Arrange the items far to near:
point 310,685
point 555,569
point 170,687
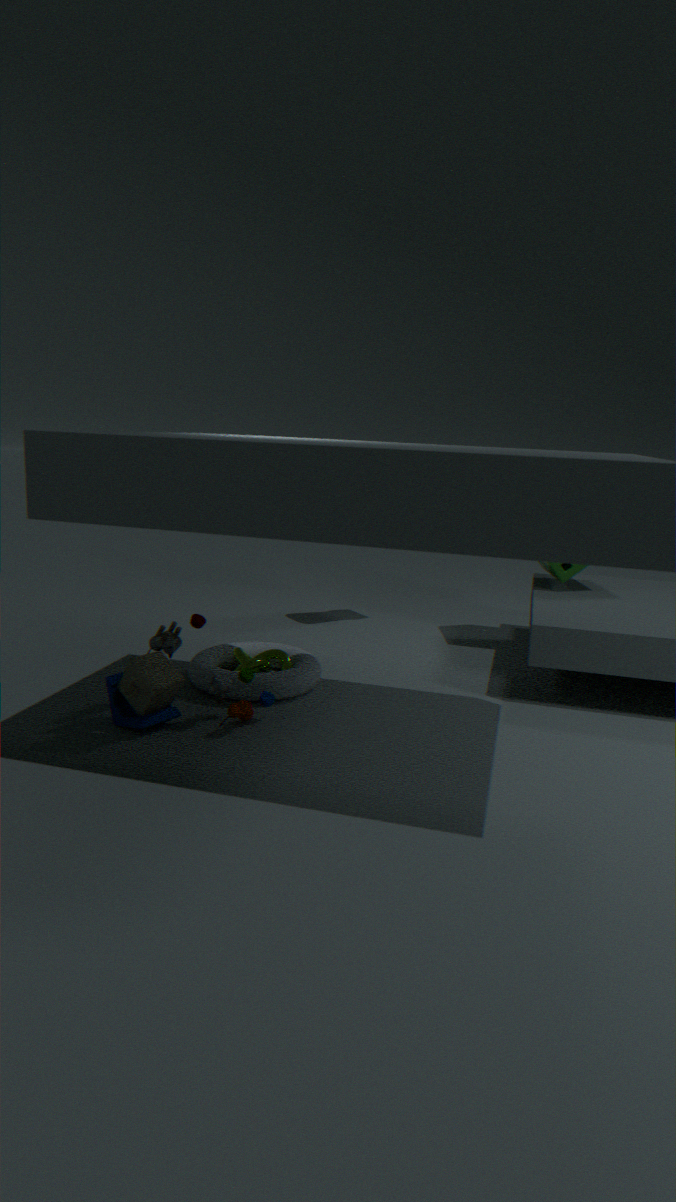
point 555,569 → point 310,685 → point 170,687
